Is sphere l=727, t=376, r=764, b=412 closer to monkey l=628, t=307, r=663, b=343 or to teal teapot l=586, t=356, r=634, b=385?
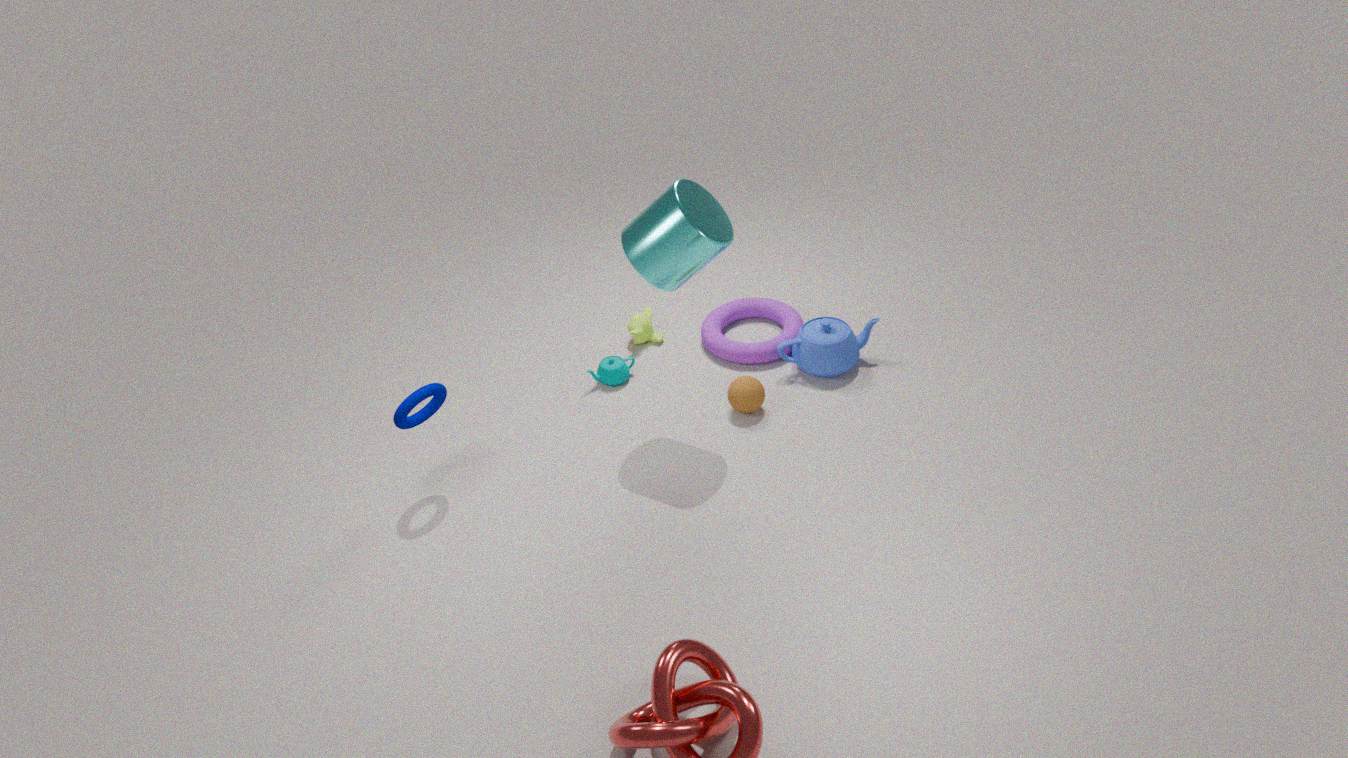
teal teapot l=586, t=356, r=634, b=385
